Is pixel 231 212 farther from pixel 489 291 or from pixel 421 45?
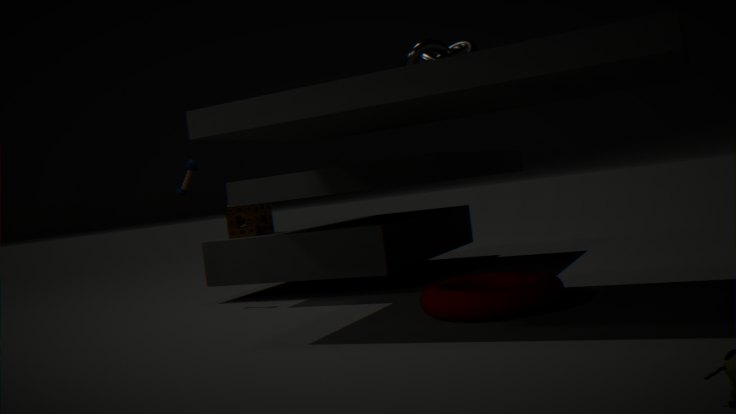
pixel 421 45
